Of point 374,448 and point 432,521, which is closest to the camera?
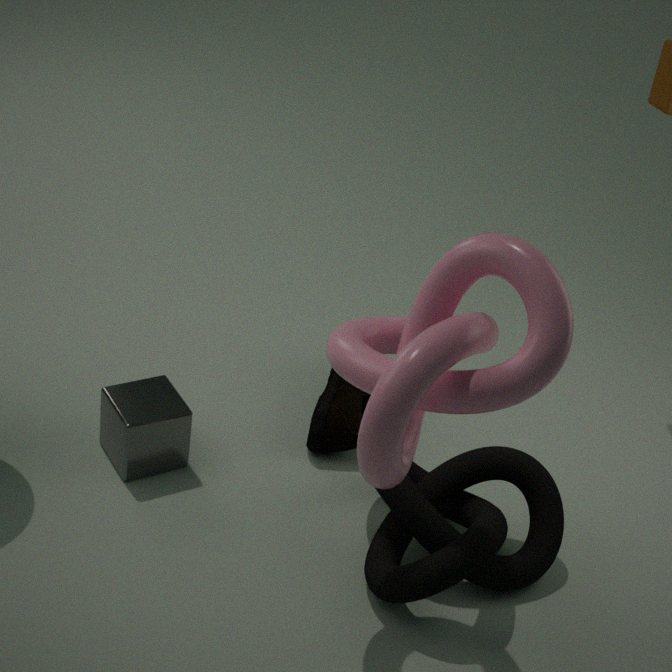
point 374,448
